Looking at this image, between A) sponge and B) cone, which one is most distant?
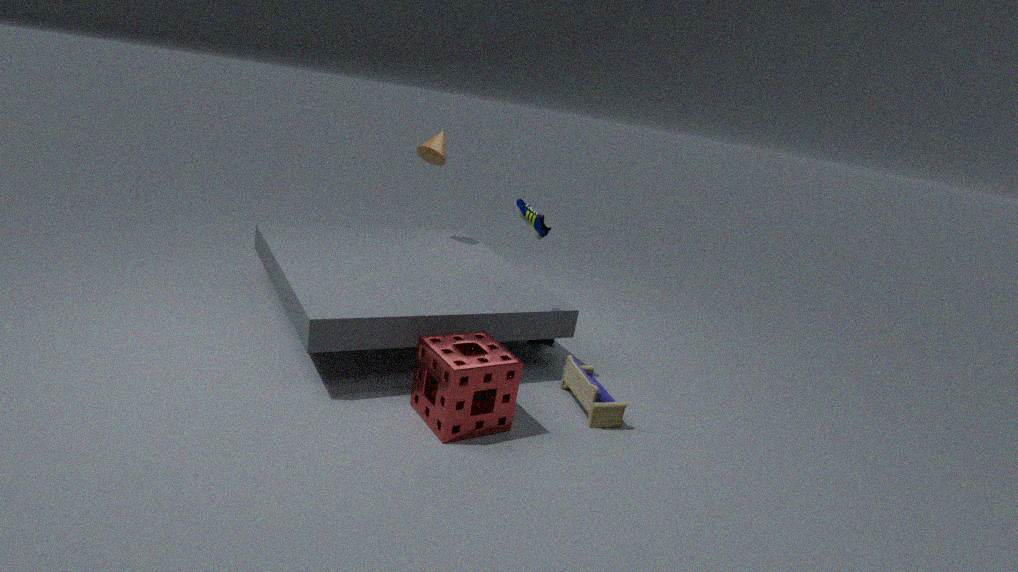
B. cone
